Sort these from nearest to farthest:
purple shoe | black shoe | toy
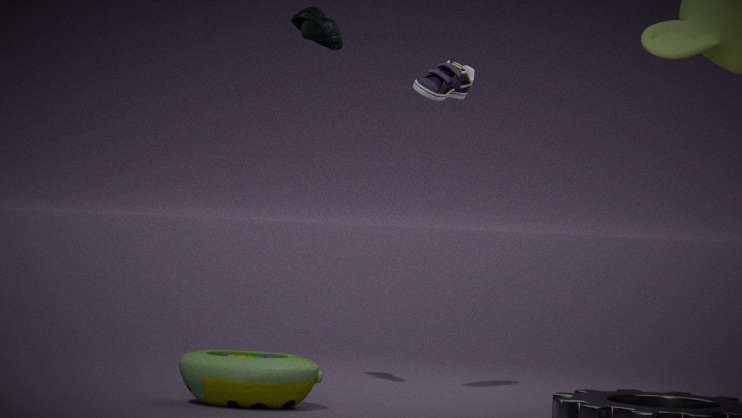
toy, black shoe, purple shoe
